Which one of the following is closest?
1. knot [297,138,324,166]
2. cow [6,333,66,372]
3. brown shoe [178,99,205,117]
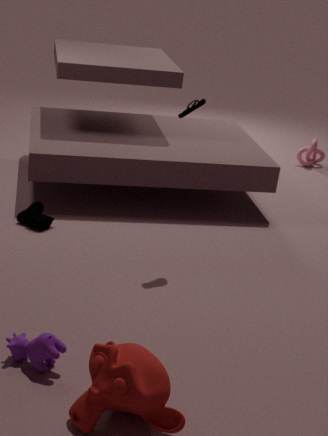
cow [6,333,66,372]
